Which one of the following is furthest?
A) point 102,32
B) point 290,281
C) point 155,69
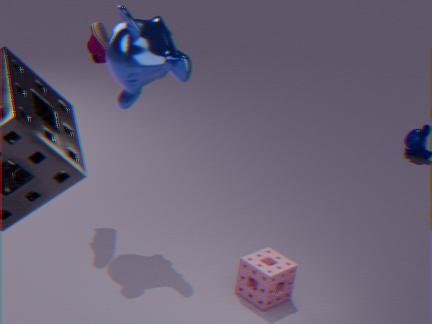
point 102,32
